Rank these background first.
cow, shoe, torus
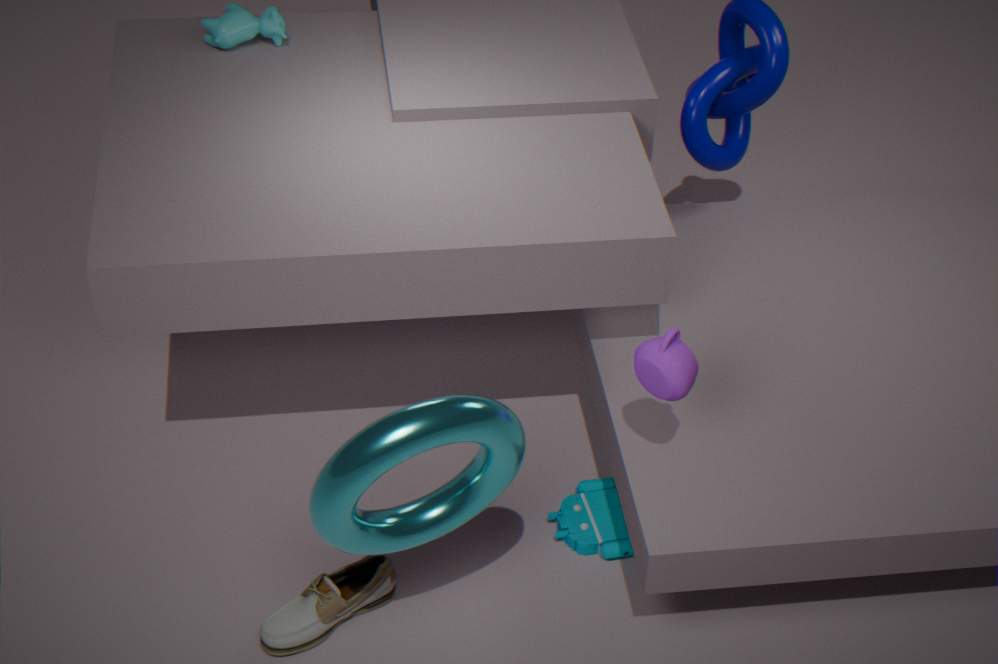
cow, shoe, torus
